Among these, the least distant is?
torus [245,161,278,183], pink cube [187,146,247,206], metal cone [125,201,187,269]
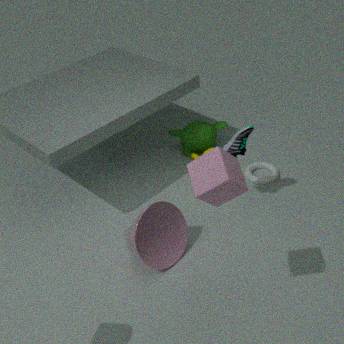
pink cube [187,146,247,206]
